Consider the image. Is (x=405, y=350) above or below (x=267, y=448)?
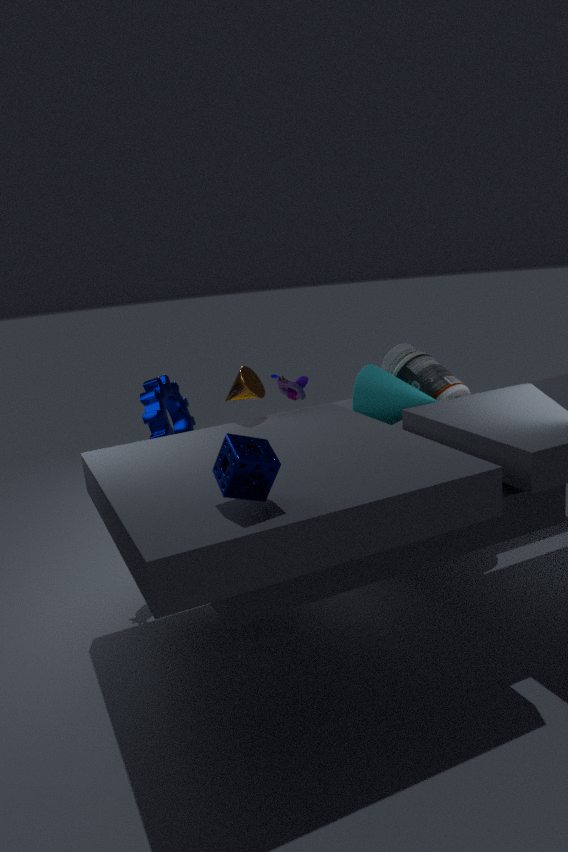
below
